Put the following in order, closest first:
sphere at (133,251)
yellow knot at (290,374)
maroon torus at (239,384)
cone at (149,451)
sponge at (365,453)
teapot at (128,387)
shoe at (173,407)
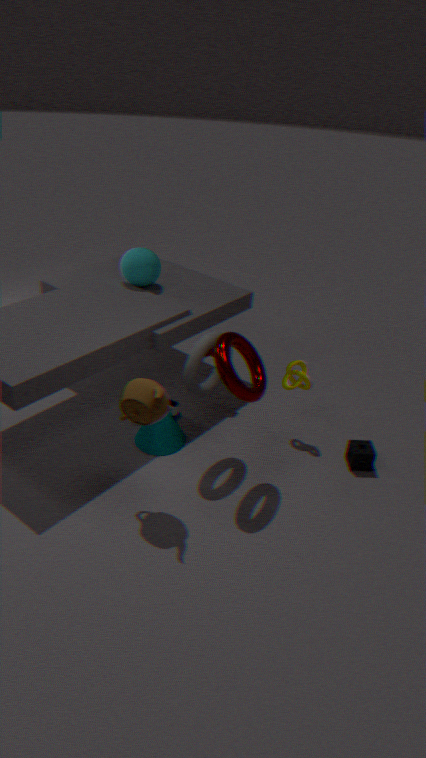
teapot at (128,387), maroon torus at (239,384), sponge at (365,453), cone at (149,451), yellow knot at (290,374), shoe at (173,407), sphere at (133,251)
